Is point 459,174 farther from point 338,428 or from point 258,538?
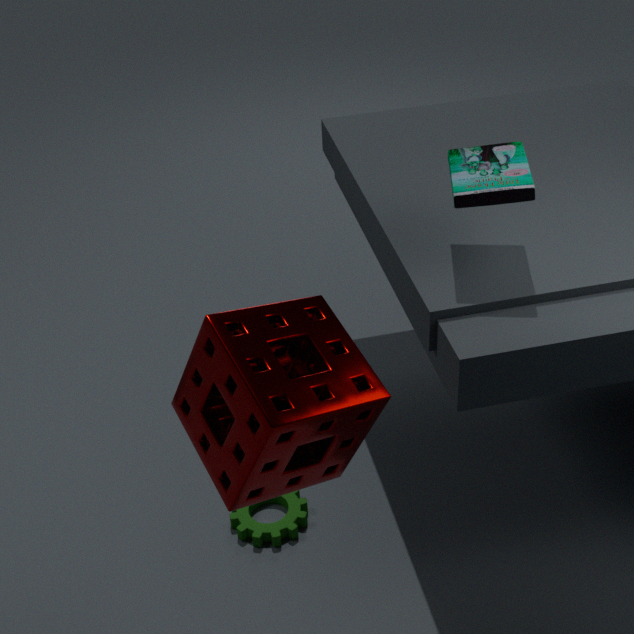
point 258,538
